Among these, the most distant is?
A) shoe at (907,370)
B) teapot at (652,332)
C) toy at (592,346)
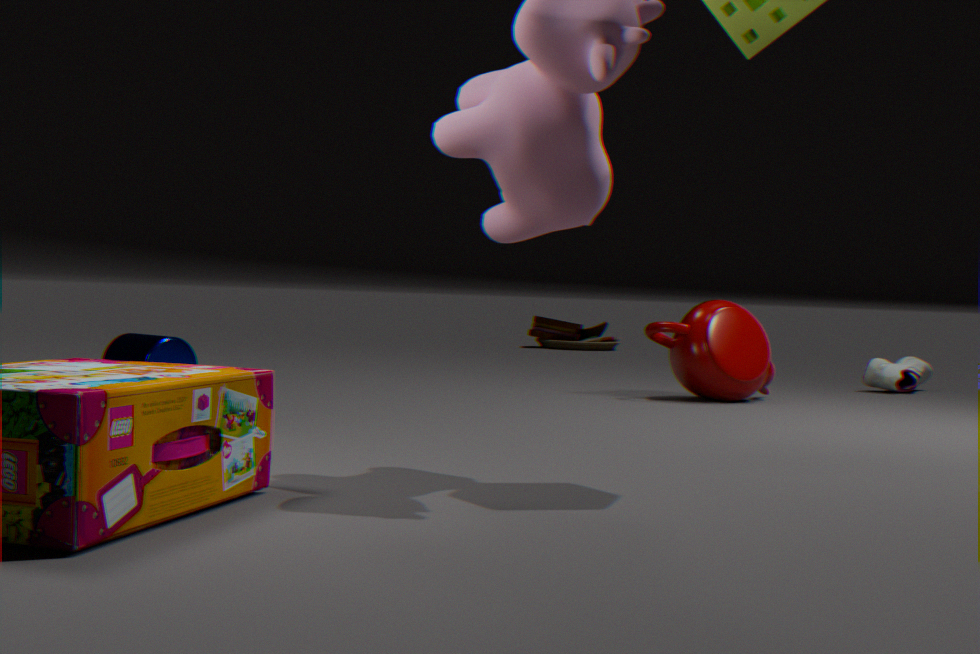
toy at (592,346)
